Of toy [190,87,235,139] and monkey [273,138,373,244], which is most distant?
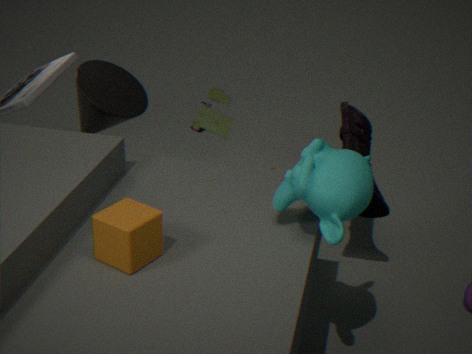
toy [190,87,235,139]
